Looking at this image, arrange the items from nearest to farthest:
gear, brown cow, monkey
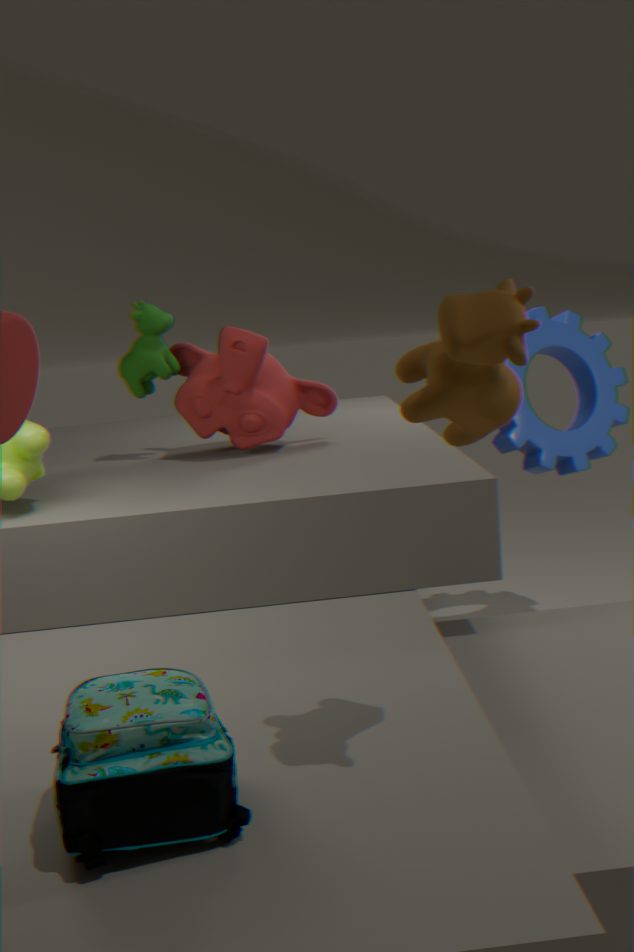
brown cow < monkey < gear
